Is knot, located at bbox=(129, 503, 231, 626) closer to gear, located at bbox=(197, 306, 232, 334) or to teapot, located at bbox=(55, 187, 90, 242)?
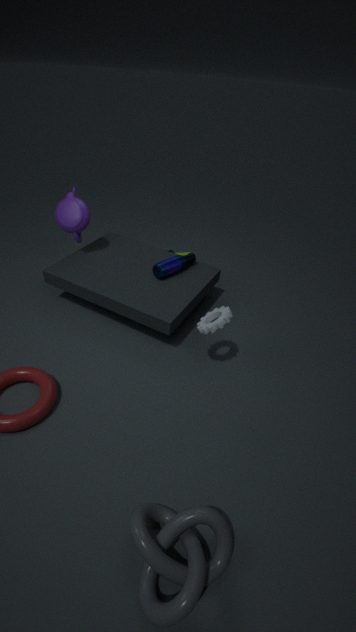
gear, located at bbox=(197, 306, 232, 334)
